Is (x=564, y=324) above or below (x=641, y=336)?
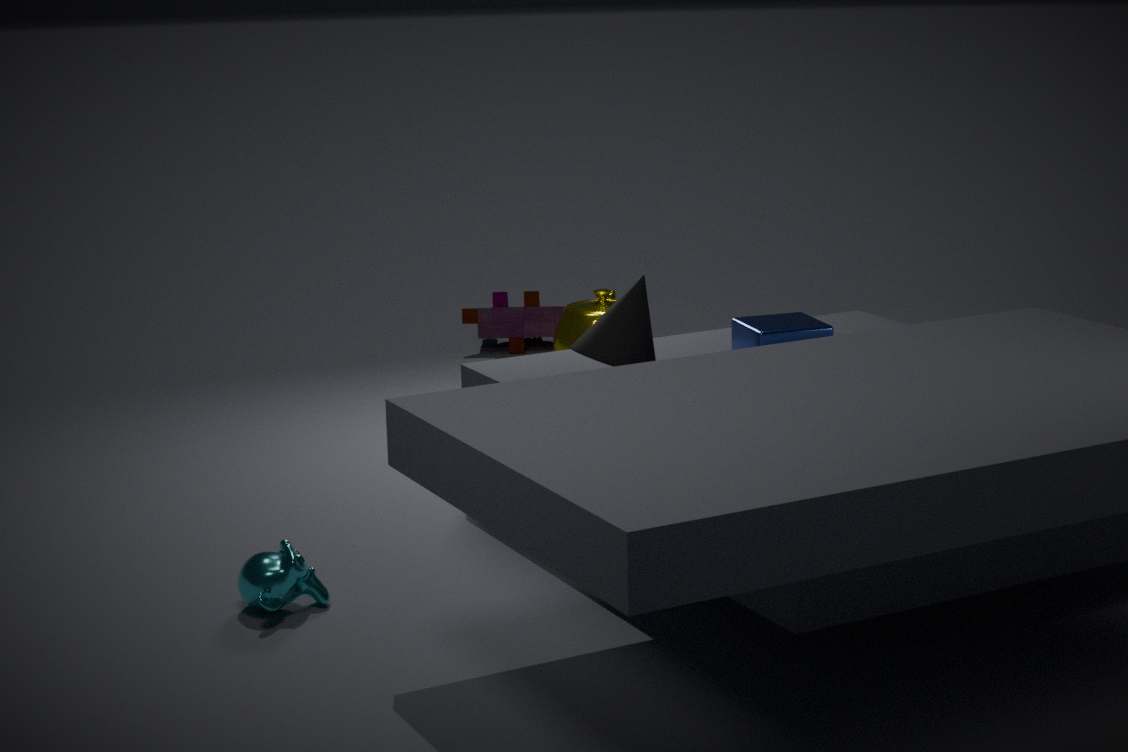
below
